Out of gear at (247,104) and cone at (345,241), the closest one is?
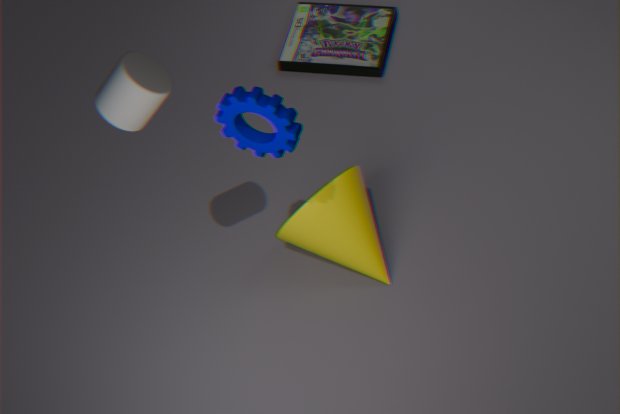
gear at (247,104)
